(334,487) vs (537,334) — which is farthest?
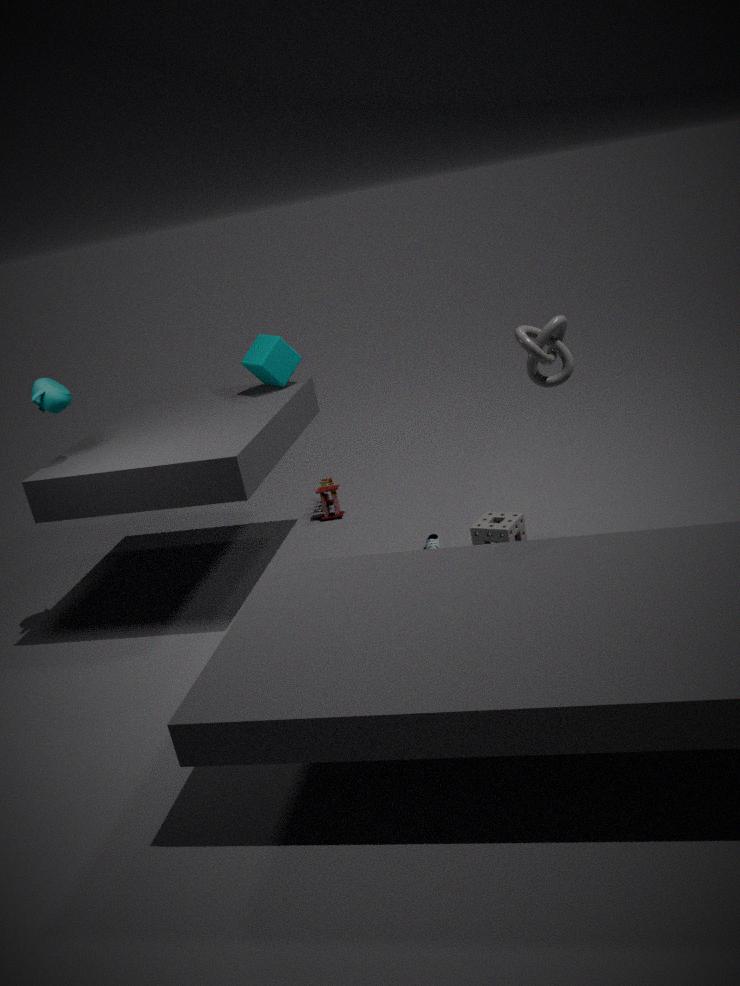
(334,487)
